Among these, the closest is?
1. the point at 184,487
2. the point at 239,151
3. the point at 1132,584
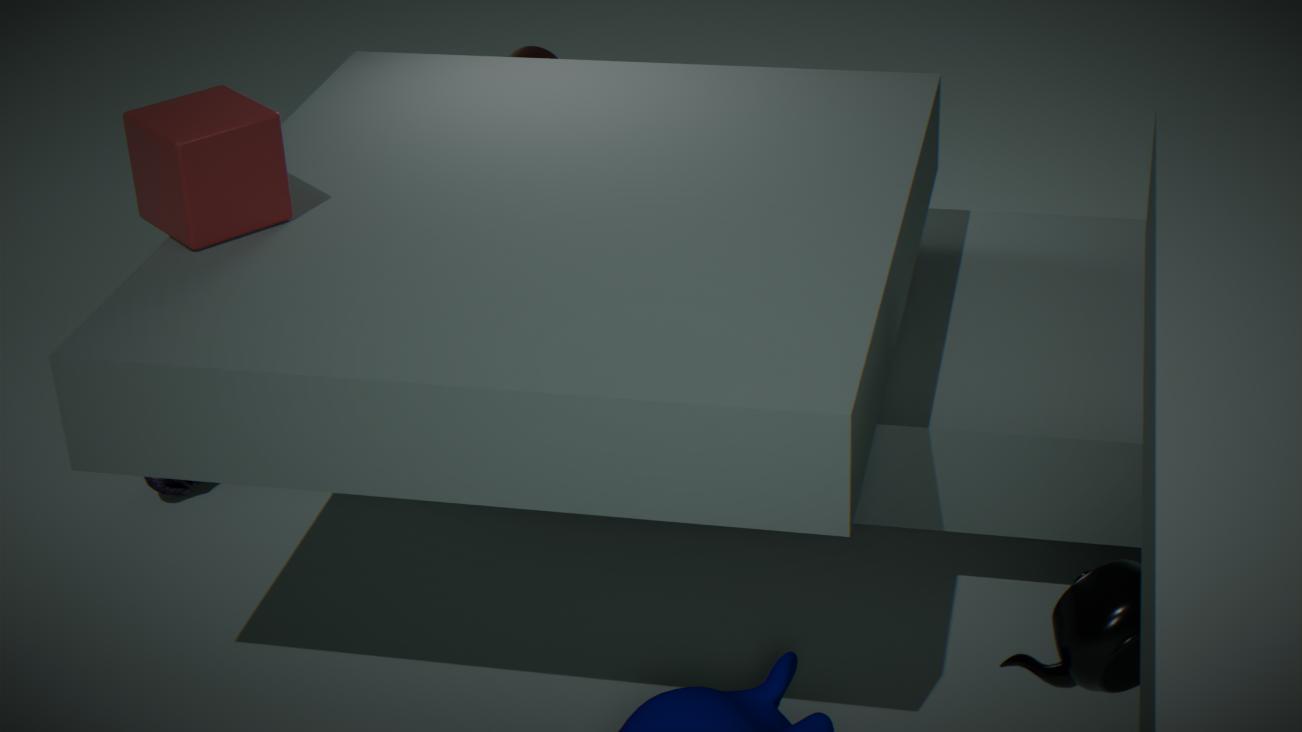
the point at 1132,584
